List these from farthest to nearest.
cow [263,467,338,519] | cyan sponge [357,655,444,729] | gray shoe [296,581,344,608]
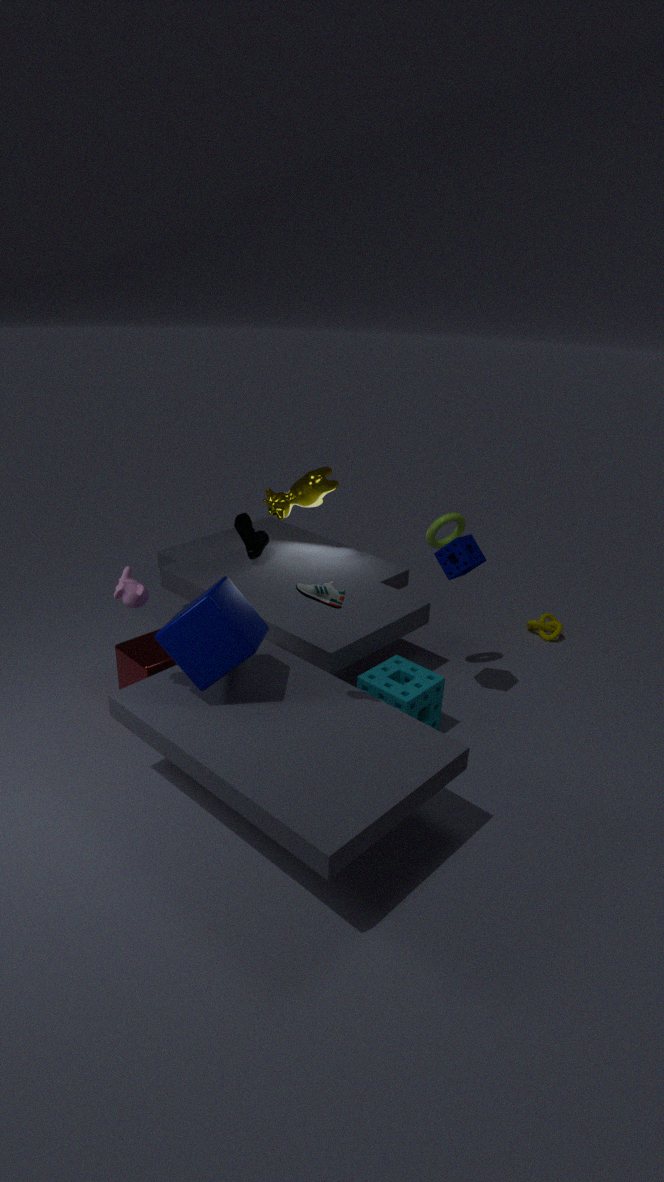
cow [263,467,338,519] → cyan sponge [357,655,444,729] → gray shoe [296,581,344,608]
